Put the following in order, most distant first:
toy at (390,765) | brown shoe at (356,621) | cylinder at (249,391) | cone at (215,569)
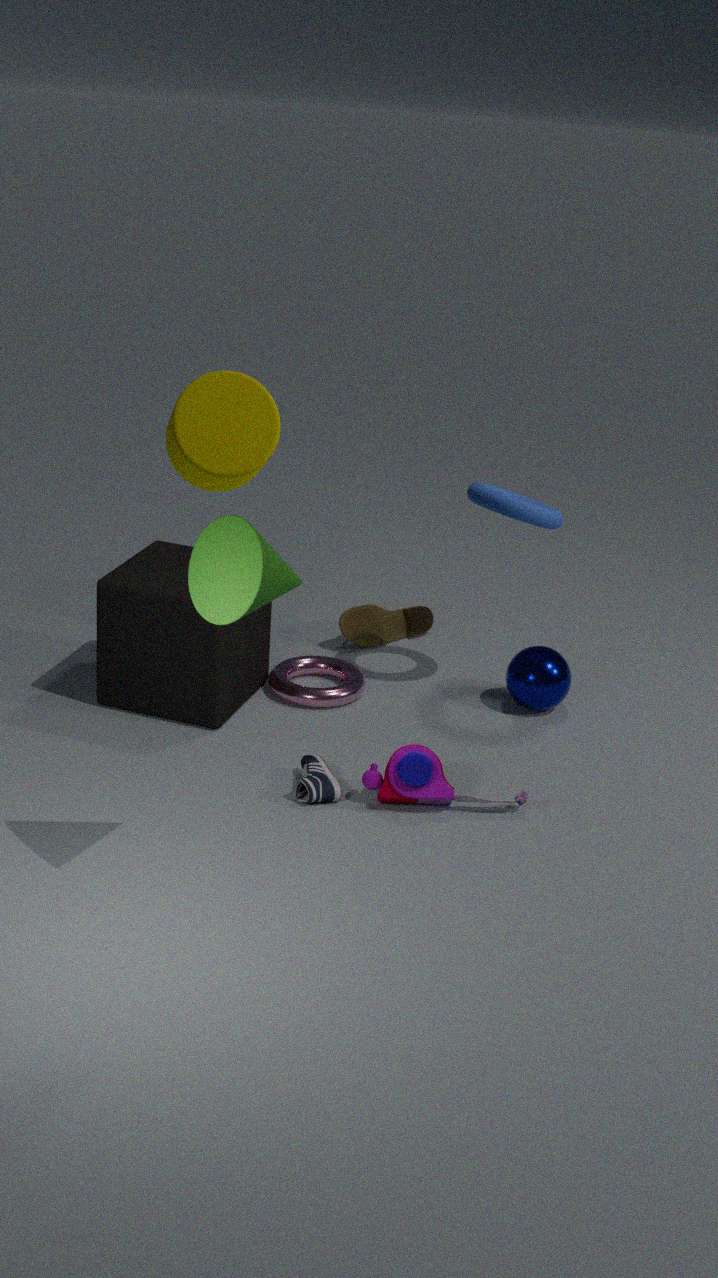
brown shoe at (356,621) < toy at (390,765) < cone at (215,569) < cylinder at (249,391)
